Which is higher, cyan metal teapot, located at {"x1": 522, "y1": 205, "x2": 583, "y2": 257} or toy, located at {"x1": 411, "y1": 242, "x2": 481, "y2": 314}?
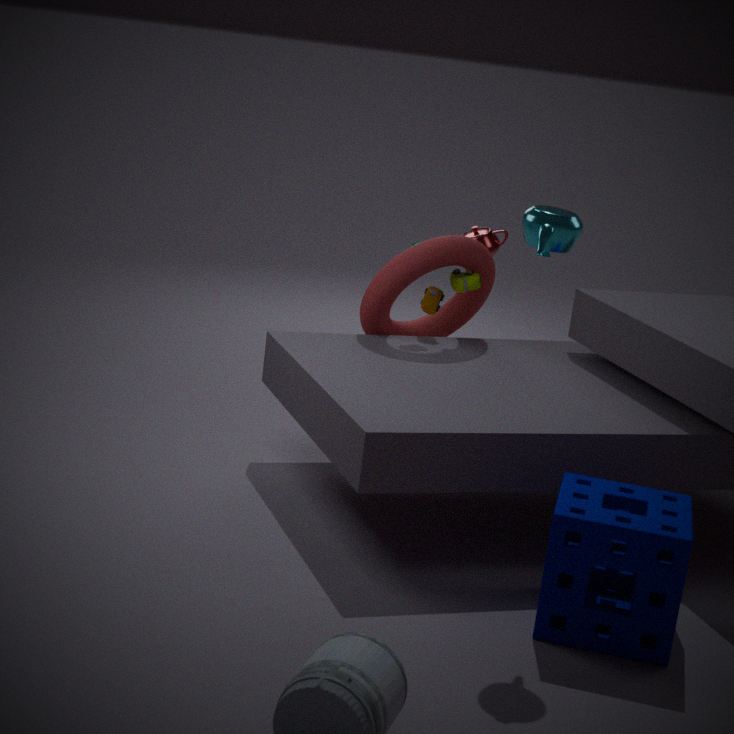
cyan metal teapot, located at {"x1": 522, "y1": 205, "x2": 583, "y2": 257}
